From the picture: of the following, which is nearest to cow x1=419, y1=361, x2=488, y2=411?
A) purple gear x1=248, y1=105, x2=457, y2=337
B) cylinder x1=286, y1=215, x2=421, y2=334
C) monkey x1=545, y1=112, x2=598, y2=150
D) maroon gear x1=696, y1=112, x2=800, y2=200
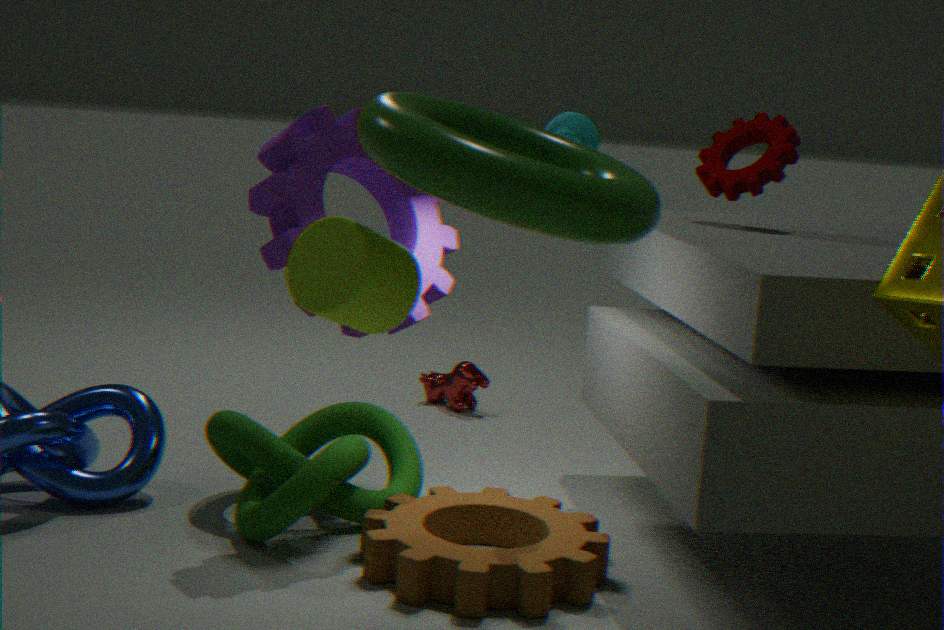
purple gear x1=248, y1=105, x2=457, y2=337
